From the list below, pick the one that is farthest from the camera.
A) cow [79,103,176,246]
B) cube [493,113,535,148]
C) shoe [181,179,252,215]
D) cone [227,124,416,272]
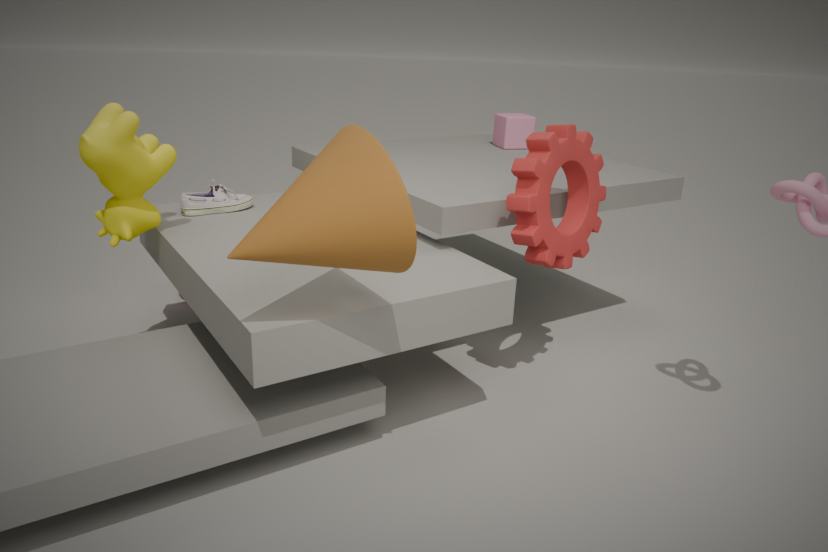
cube [493,113,535,148]
